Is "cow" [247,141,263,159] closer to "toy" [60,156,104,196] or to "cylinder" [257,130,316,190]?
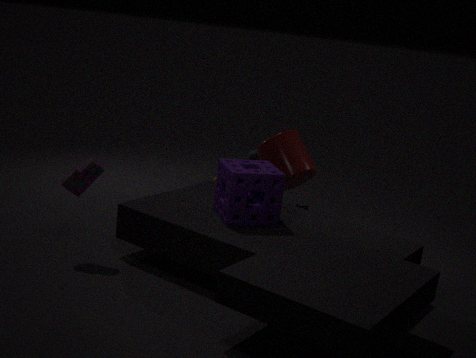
"cylinder" [257,130,316,190]
